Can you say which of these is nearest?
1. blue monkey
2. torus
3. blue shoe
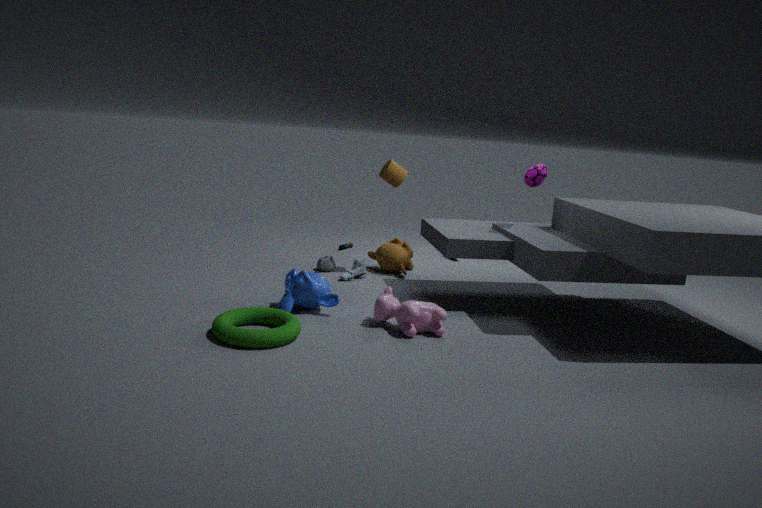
torus
